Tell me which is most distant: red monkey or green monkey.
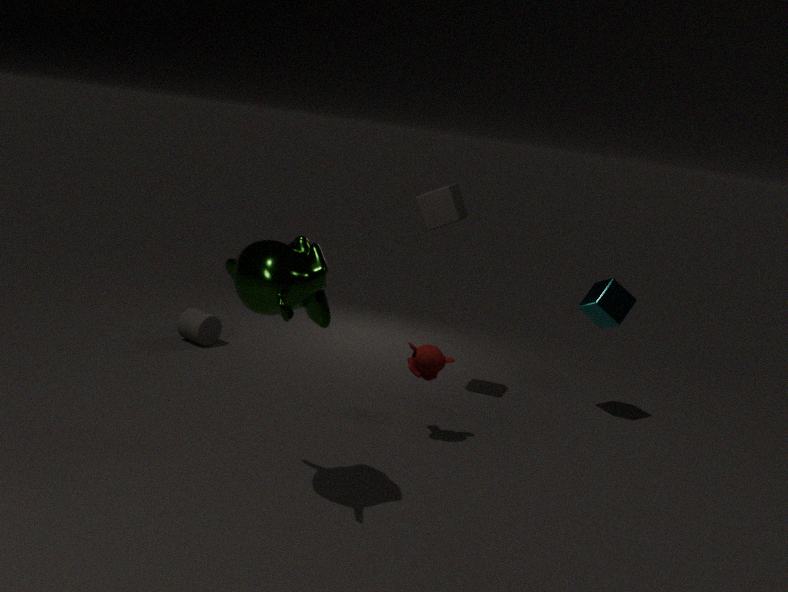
red monkey
